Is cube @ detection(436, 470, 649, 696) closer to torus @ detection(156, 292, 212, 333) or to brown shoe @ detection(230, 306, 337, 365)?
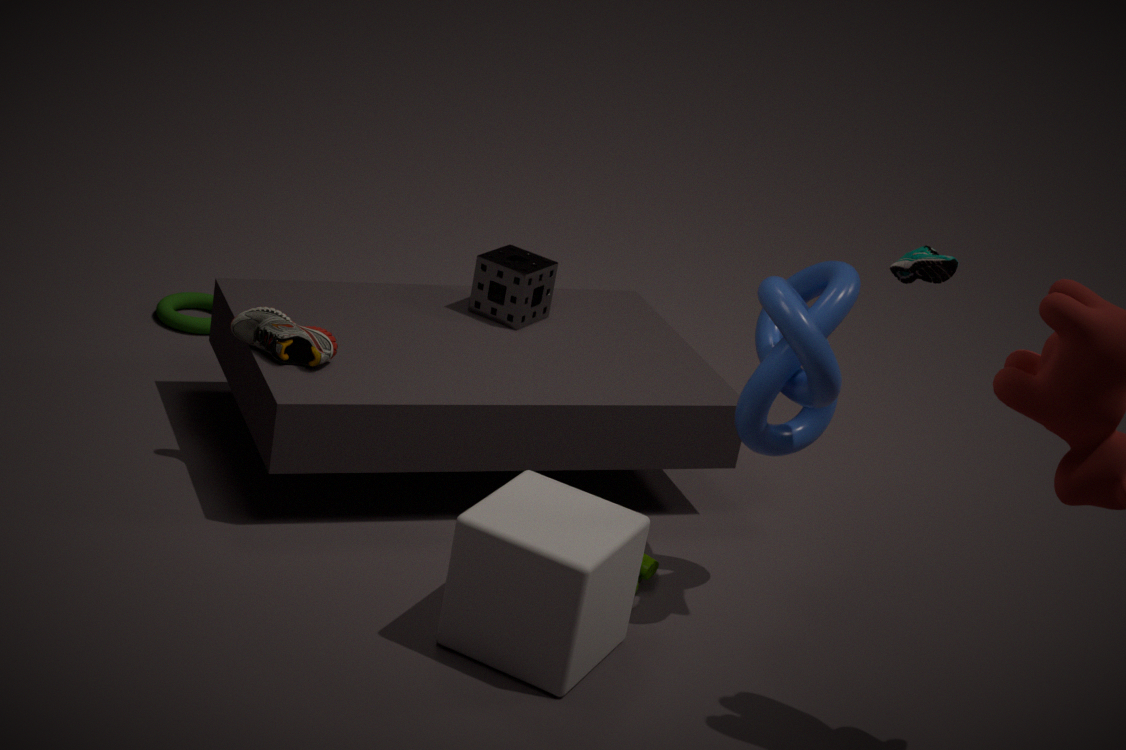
brown shoe @ detection(230, 306, 337, 365)
